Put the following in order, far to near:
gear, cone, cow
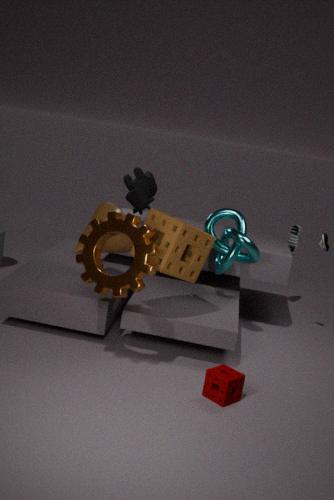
cow, cone, gear
